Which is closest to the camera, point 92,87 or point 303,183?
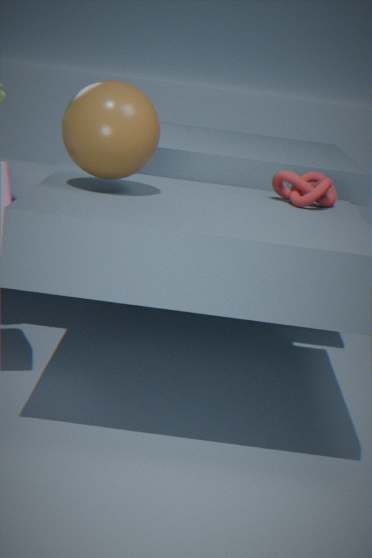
point 92,87
